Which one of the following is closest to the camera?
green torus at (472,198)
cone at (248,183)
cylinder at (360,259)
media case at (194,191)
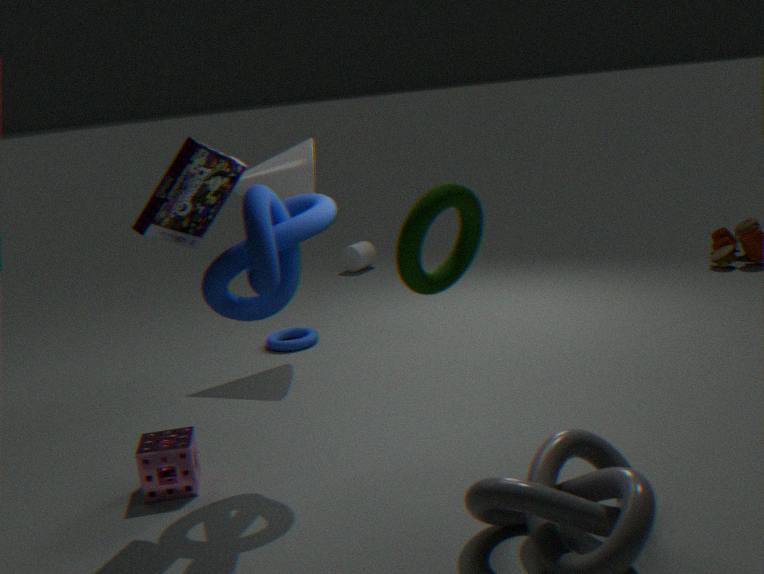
green torus at (472,198)
